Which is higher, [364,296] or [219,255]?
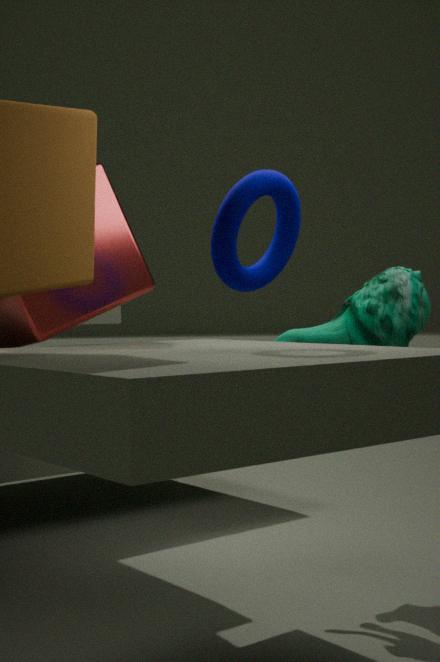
[219,255]
